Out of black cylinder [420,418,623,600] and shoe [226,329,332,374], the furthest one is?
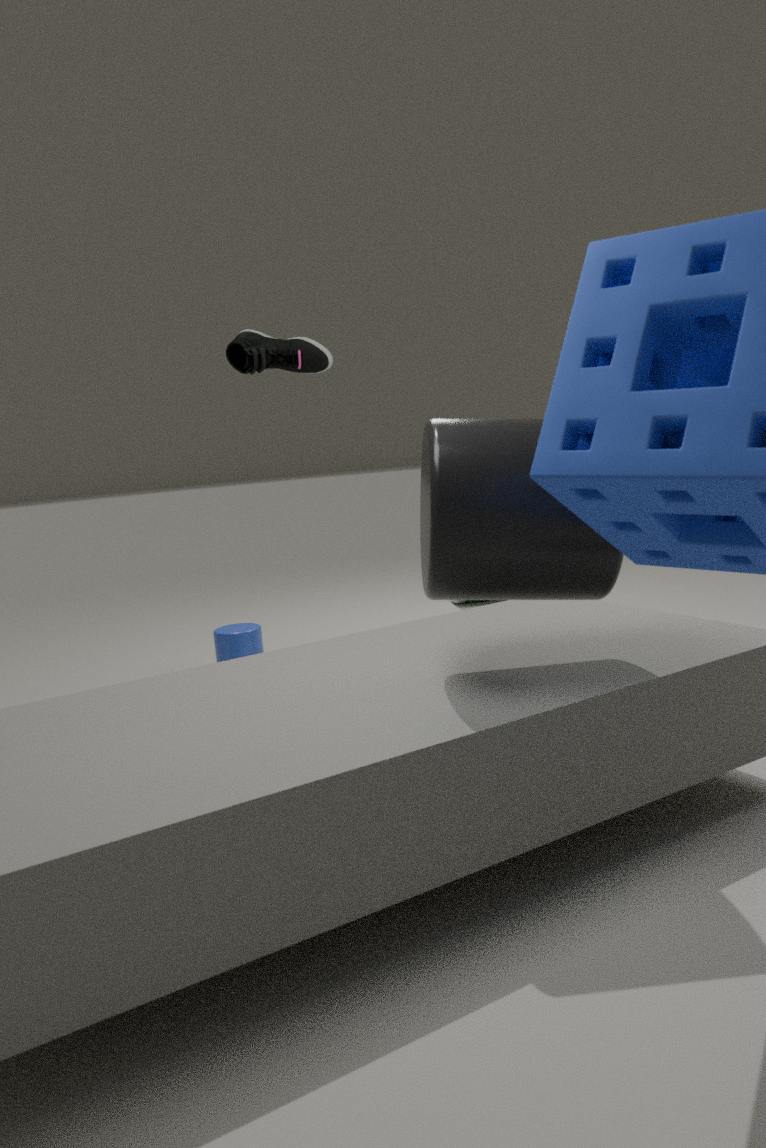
shoe [226,329,332,374]
